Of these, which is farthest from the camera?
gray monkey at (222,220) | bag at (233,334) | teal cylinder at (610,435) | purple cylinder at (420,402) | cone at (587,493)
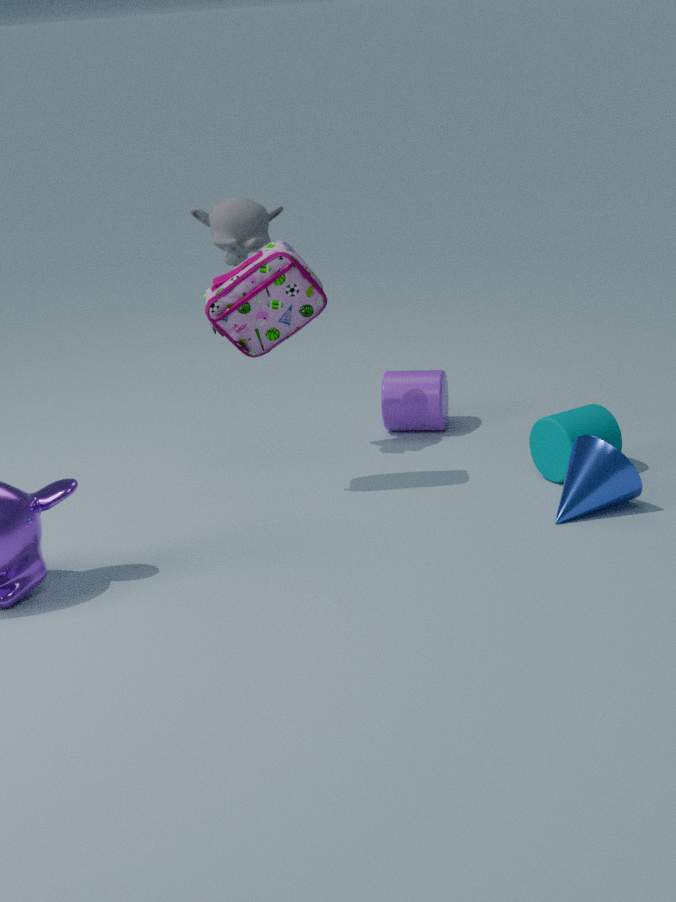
purple cylinder at (420,402)
